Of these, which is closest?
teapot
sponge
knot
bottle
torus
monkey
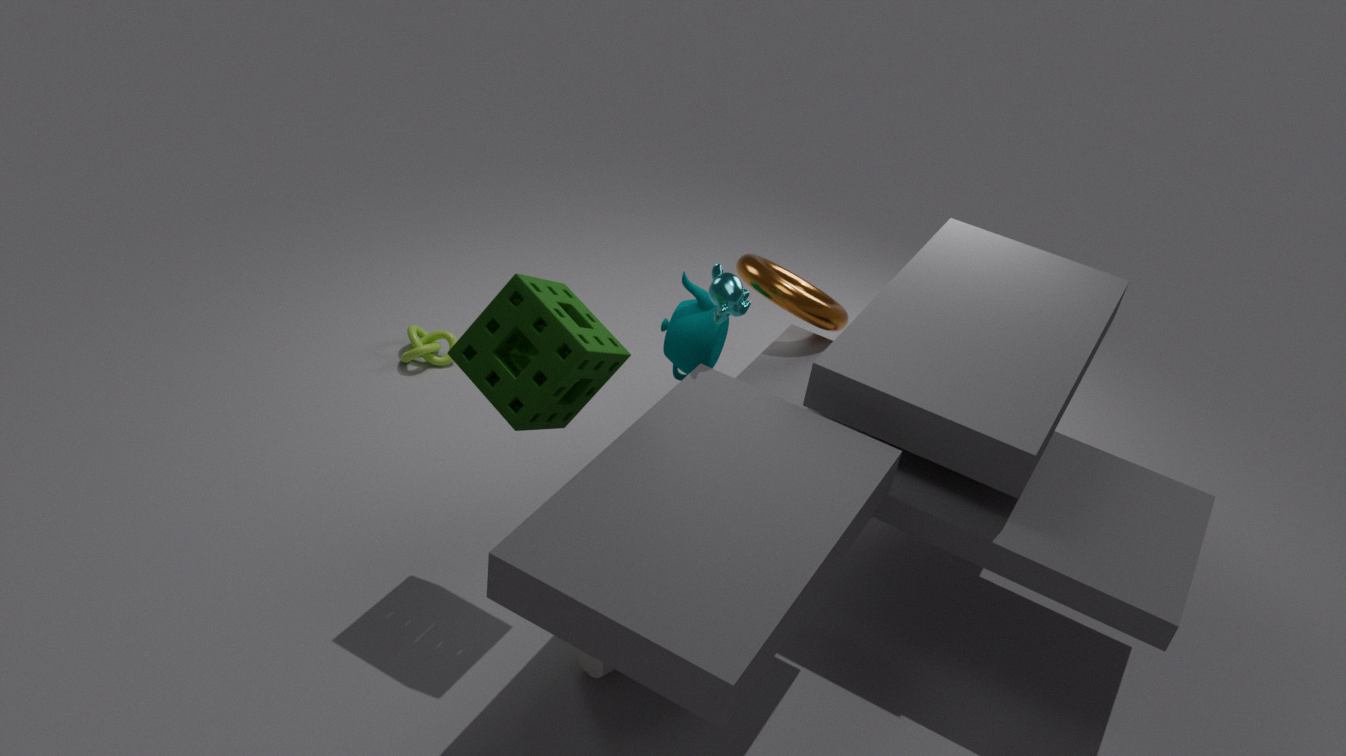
sponge
